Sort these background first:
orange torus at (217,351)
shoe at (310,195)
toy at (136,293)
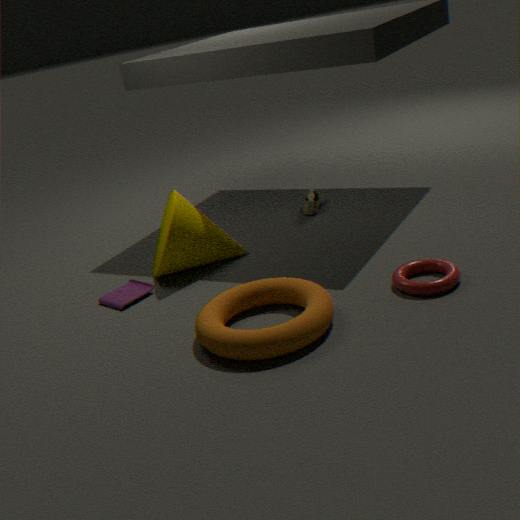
shoe at (310,195)
toy at (136,293)
orange torus at (217,351)
